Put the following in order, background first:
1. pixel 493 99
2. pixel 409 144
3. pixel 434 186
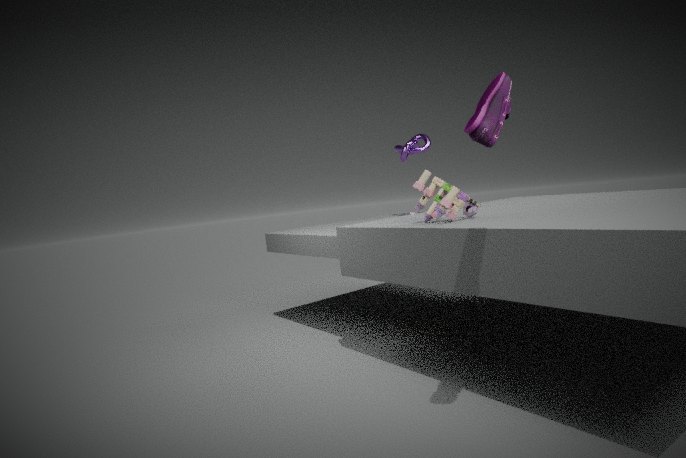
pixel 409 144
pixel 434 186
pixel 493 99
